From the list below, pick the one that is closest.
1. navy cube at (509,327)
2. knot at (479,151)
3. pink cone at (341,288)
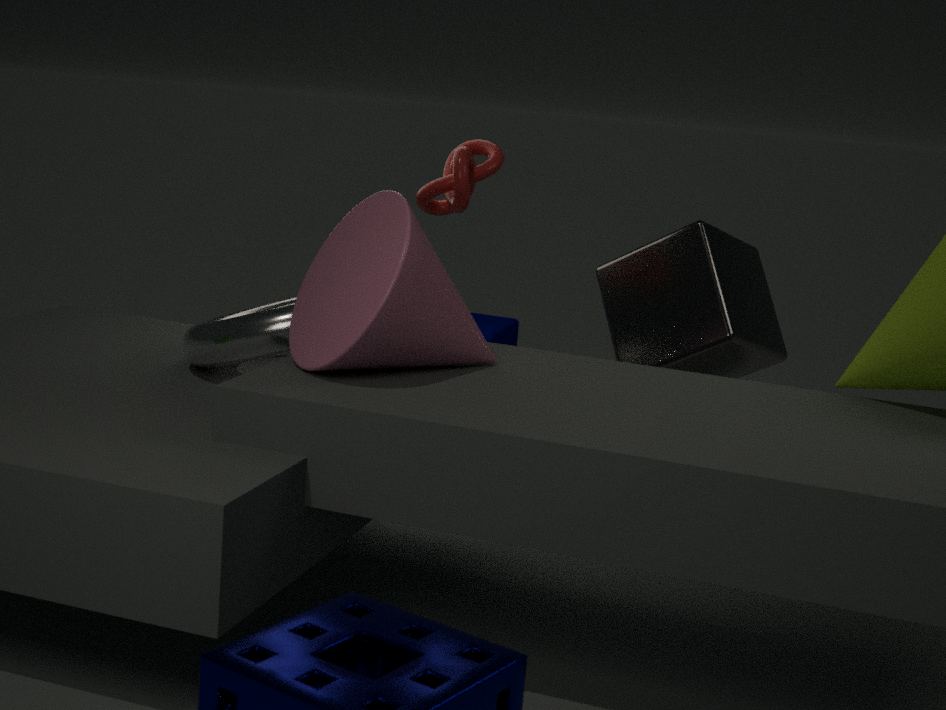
pink cone at (341,288)
